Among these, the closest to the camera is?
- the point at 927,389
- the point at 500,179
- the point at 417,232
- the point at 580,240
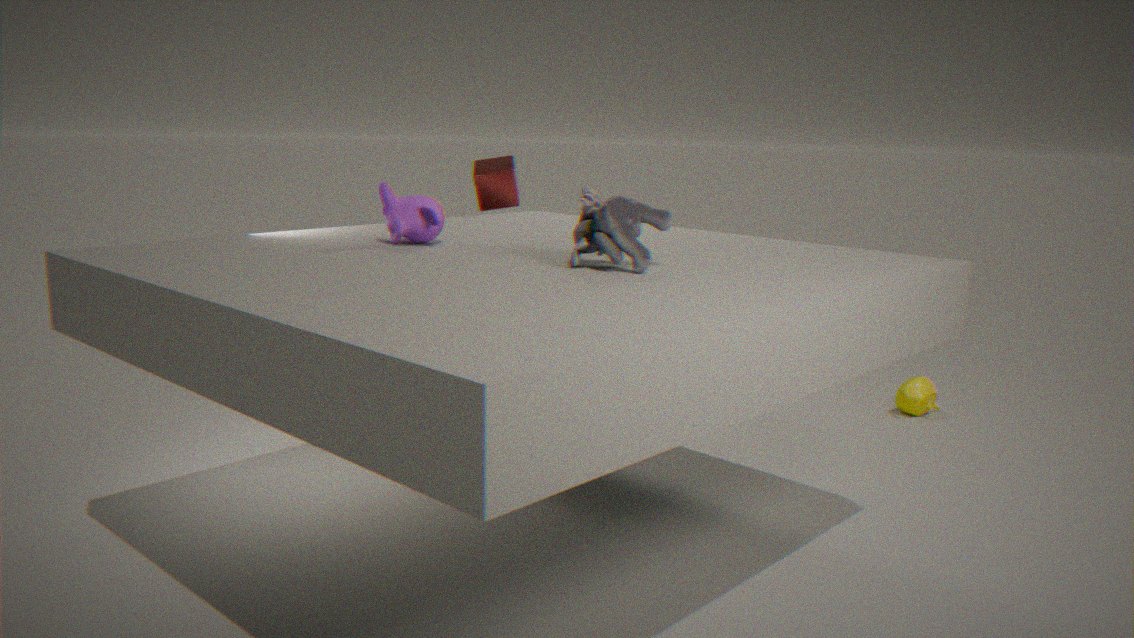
the point at 580,240
